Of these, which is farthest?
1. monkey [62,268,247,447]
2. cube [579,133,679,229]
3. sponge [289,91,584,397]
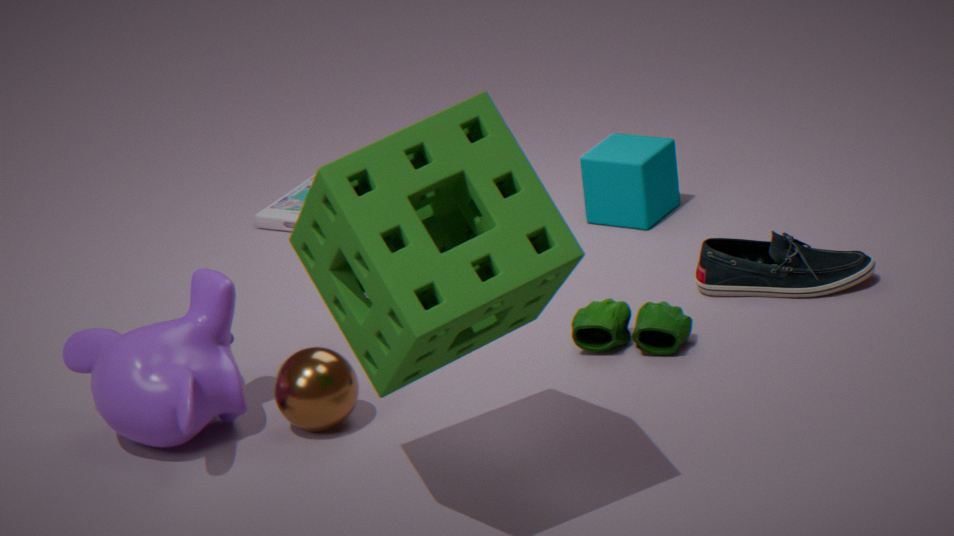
cube [579,133,679,229]
